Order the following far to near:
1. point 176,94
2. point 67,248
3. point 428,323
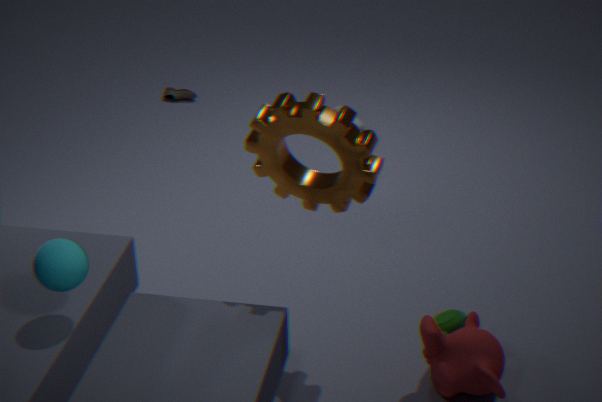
1. point 176,94
2. point 428,323
3. point 67,248
